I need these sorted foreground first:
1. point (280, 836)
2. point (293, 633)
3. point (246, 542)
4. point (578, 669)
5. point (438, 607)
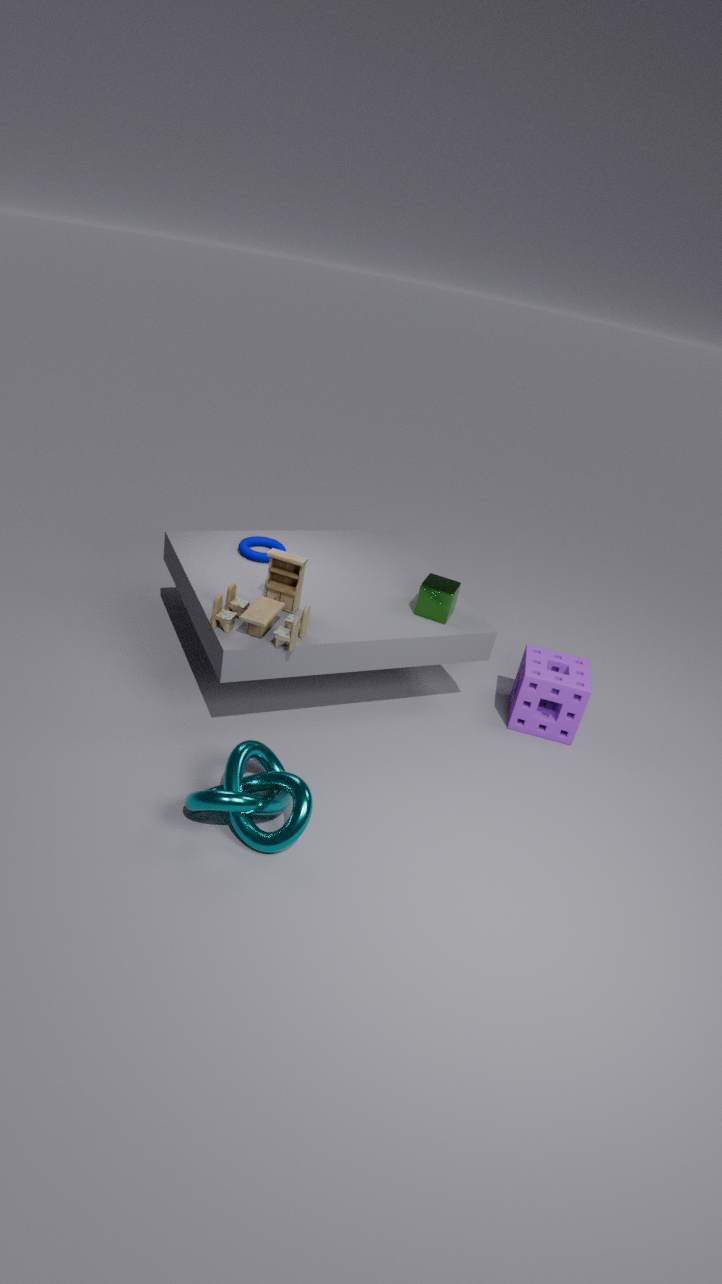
point (280, 836) → point (293, 633) → point (438, 607) → point (578, 669) → point (246, 542)
